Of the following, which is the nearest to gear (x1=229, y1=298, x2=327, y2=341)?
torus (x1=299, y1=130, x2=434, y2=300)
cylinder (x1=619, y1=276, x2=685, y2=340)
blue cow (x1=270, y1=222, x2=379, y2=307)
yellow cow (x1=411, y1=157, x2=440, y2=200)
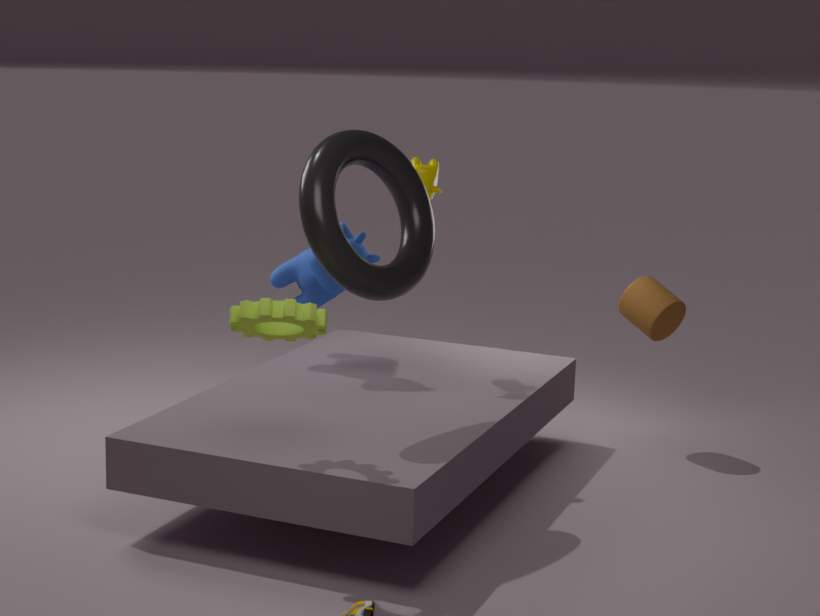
torus (x1=299, y1=130, x2=434, y2=300)
